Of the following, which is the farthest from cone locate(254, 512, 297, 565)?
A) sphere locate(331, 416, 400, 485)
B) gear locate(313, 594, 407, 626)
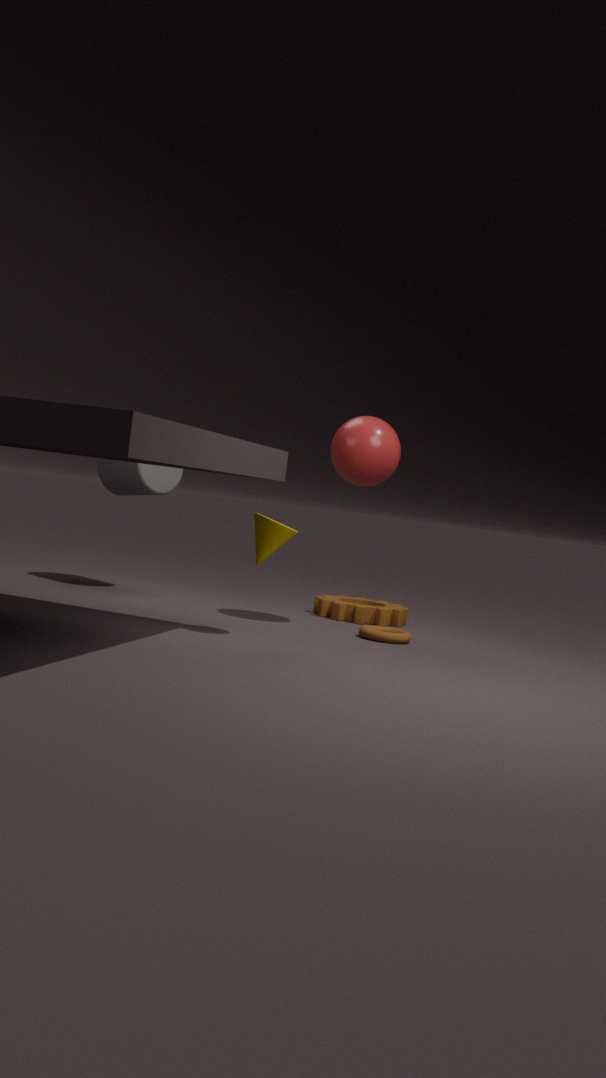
gear locate(313, 594, 407, 626)
